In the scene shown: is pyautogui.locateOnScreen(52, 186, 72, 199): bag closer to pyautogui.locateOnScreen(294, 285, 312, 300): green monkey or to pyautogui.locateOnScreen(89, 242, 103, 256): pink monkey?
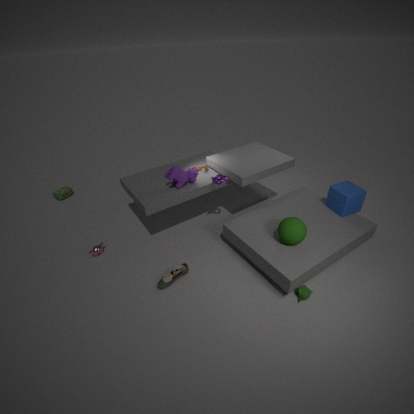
pyautogui.locateOnScreen(89, 242, 103, 256): pink monkey
